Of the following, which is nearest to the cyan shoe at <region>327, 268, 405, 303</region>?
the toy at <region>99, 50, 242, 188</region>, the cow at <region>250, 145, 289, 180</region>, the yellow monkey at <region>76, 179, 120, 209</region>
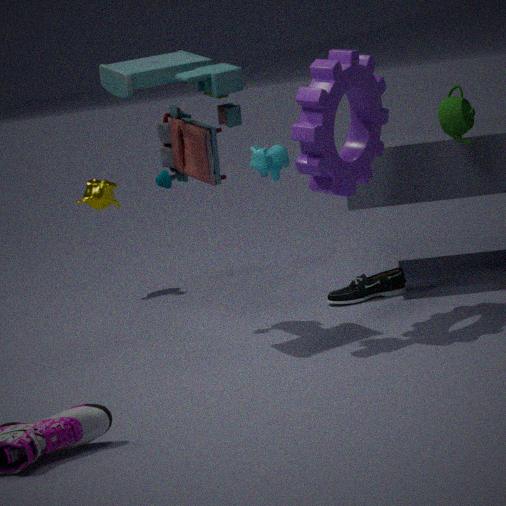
the cow at <region>250, 145, 289, 180</region>
